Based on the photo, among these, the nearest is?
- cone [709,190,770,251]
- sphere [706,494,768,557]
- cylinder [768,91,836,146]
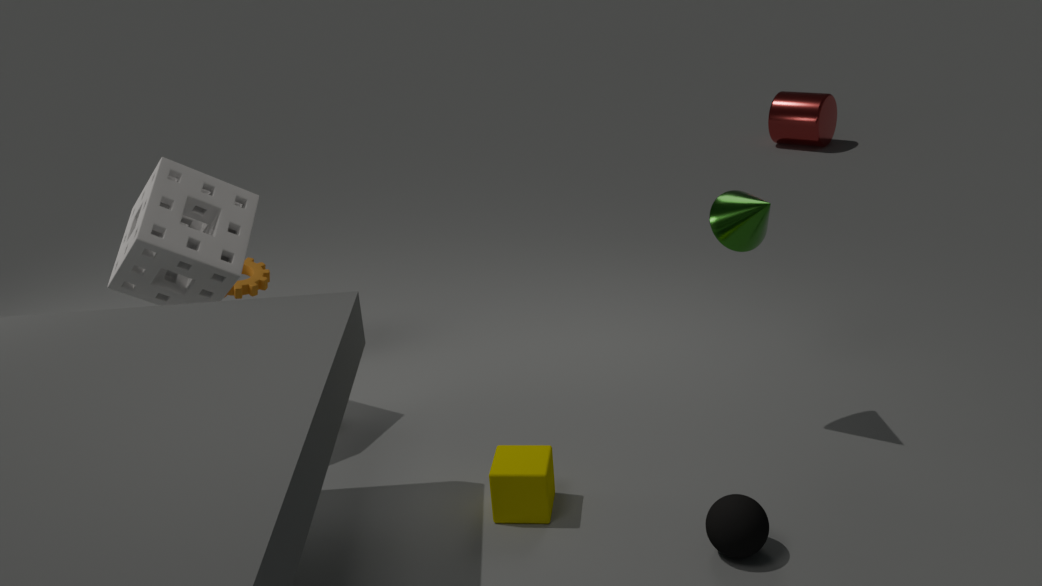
sphere [706,494,768,557]
